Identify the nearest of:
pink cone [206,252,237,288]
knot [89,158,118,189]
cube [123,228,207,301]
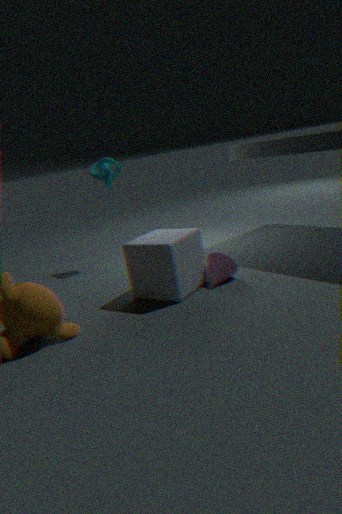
cube [123,228,207,301]
